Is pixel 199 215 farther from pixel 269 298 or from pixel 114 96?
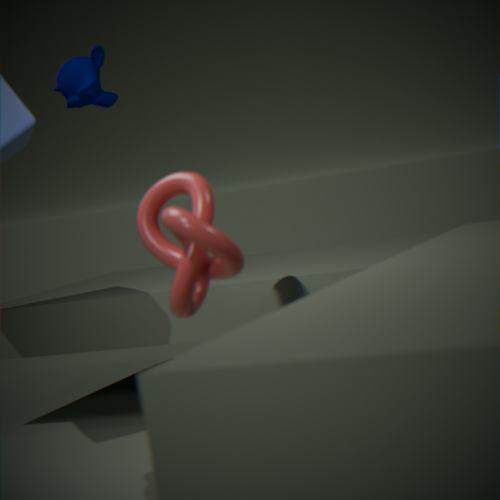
pixel 114 96
